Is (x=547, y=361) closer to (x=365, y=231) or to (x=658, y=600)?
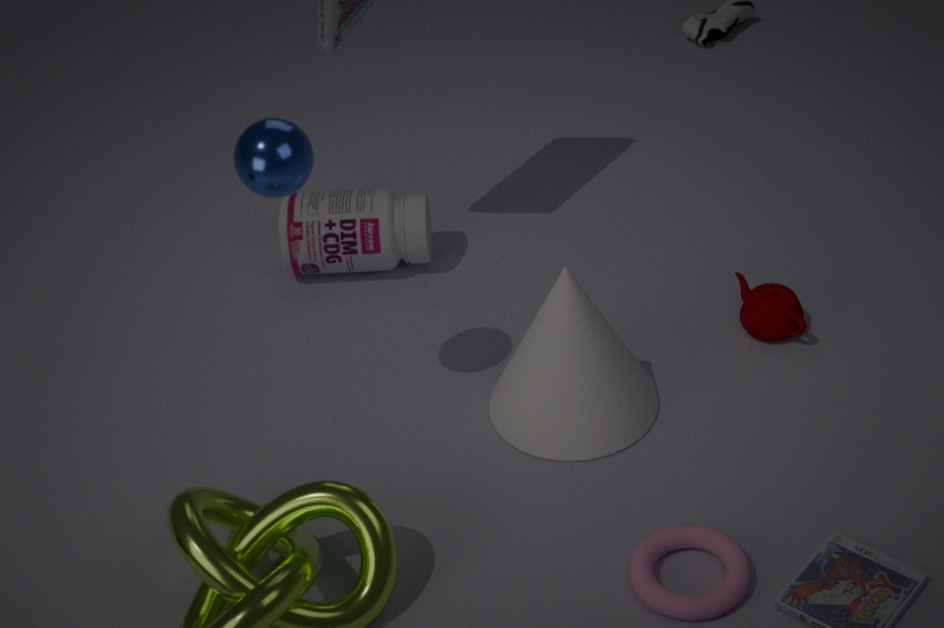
(x=658, y=600)
